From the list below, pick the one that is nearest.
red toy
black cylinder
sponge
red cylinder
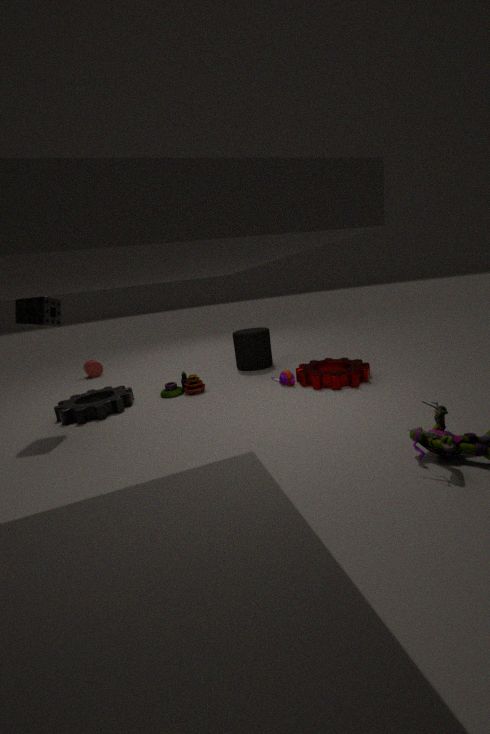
sponge
